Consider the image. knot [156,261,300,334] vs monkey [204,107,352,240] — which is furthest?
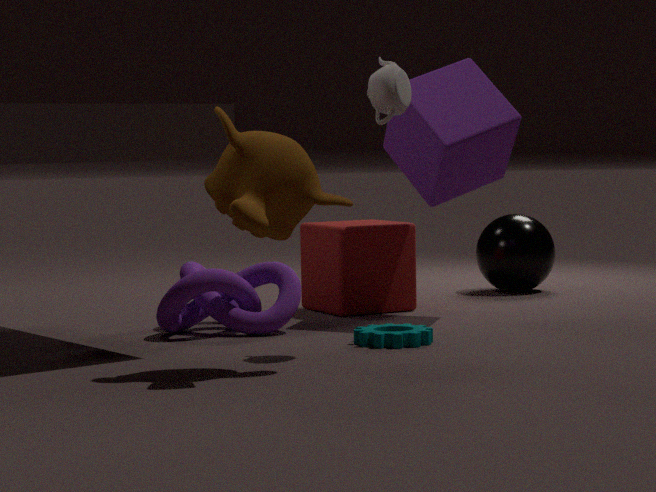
knot [156,261,300,334]
